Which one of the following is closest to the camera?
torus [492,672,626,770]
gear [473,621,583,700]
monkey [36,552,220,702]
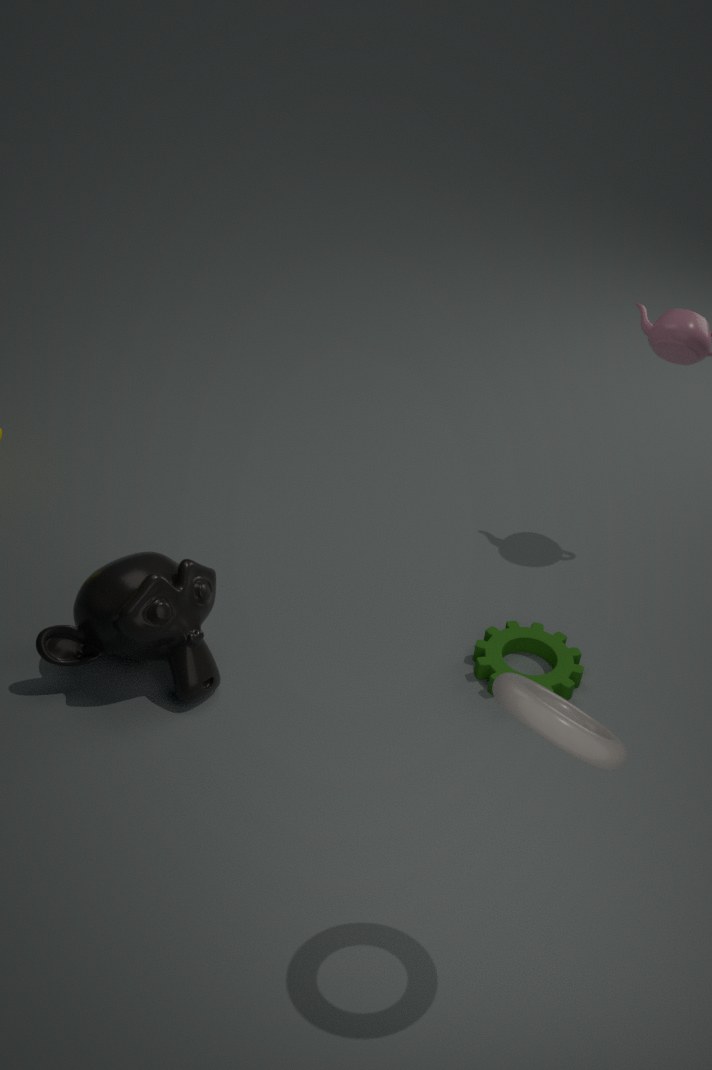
torus [492,672,626,770]
